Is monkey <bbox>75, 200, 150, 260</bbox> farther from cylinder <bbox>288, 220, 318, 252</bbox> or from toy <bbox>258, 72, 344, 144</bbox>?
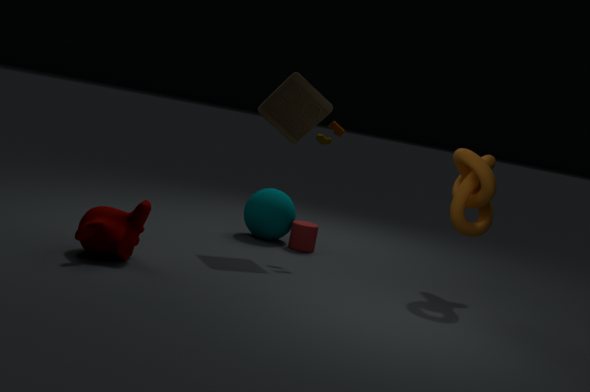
cylinder <bbox>288, 220, 318, 252</bbox>
